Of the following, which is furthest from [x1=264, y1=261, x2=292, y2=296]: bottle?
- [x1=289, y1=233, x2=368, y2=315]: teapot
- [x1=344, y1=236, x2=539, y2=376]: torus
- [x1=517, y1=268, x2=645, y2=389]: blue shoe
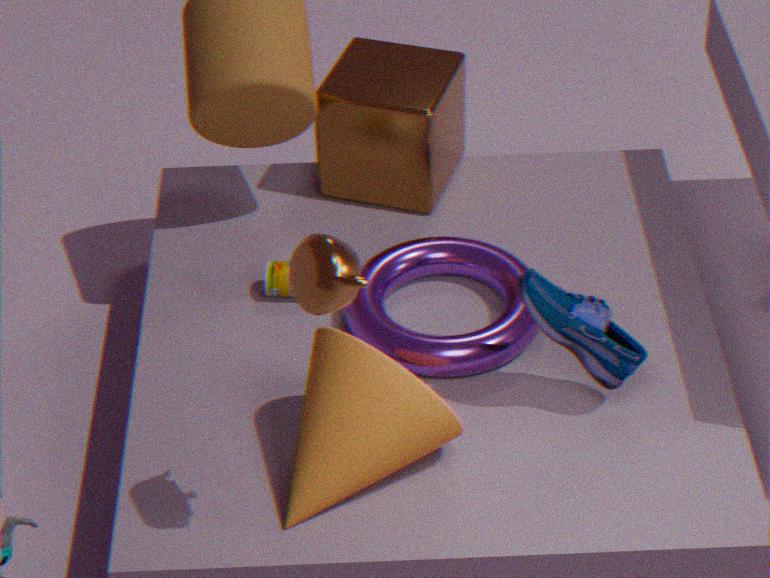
[x1=289, y1=233, x2=368, y2=315]: teapot
